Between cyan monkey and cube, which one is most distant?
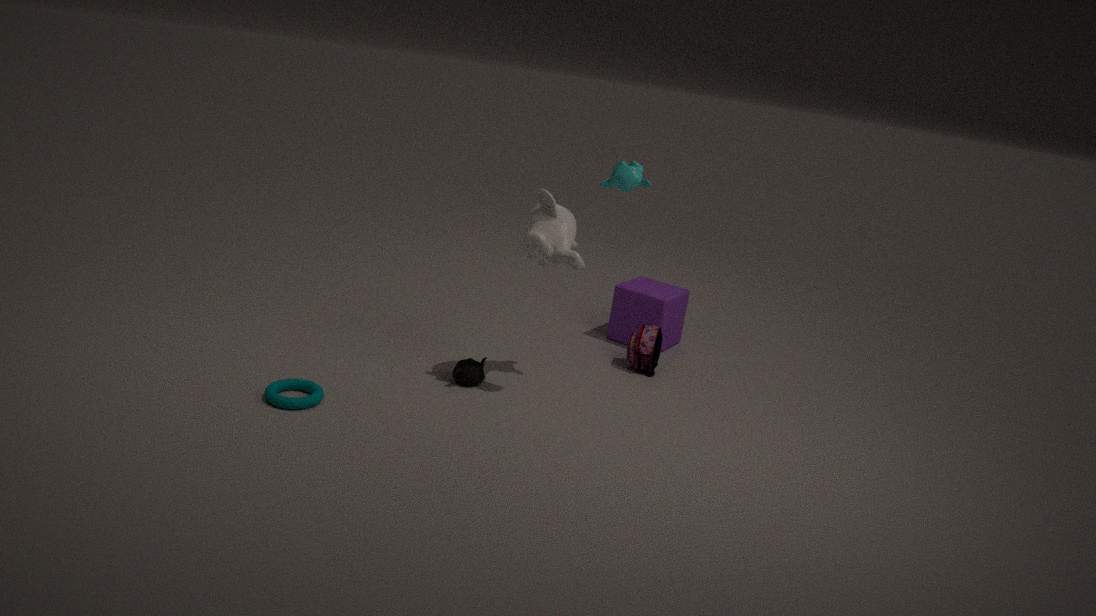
cube
